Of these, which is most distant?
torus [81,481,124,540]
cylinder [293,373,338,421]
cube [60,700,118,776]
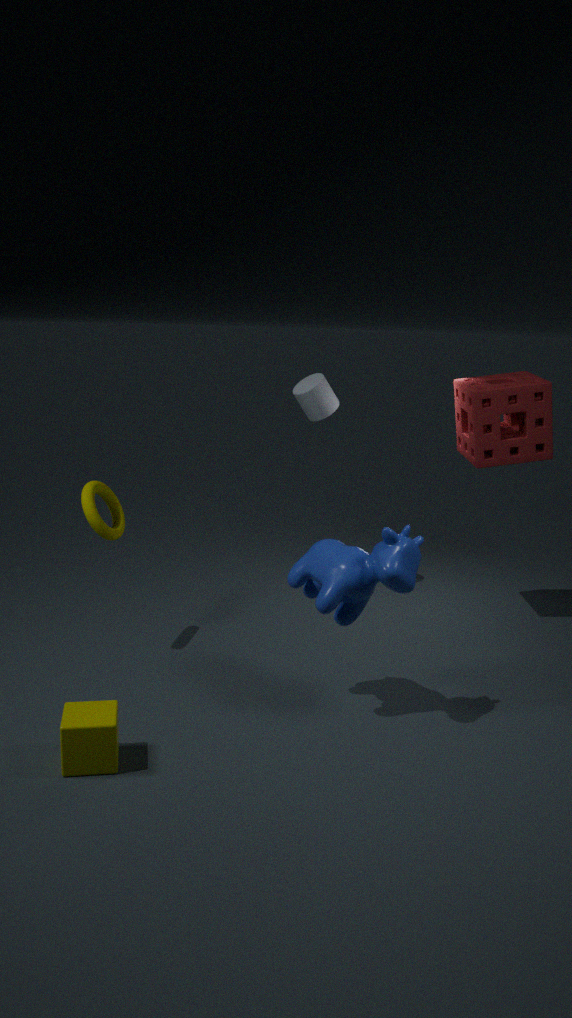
cylinder [293,373,338,421]
